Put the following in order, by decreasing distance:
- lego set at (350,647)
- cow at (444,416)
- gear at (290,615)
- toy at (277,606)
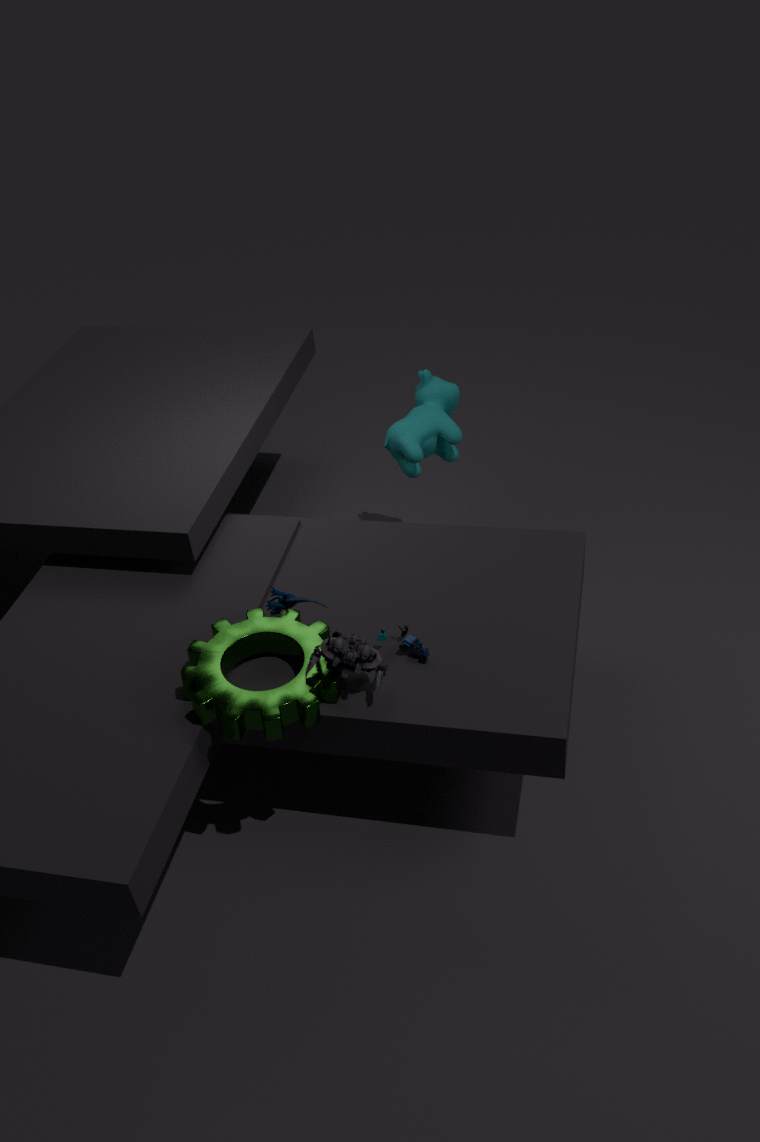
cow at (444,416), toy at (277,606), lego set at (350,647), gear at (290,615)
